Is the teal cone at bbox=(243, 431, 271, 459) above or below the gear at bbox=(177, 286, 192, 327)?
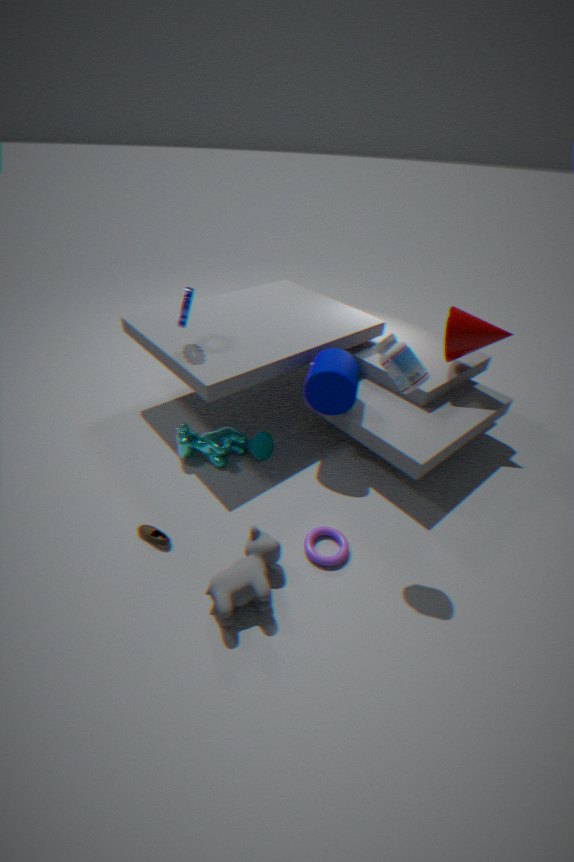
below
